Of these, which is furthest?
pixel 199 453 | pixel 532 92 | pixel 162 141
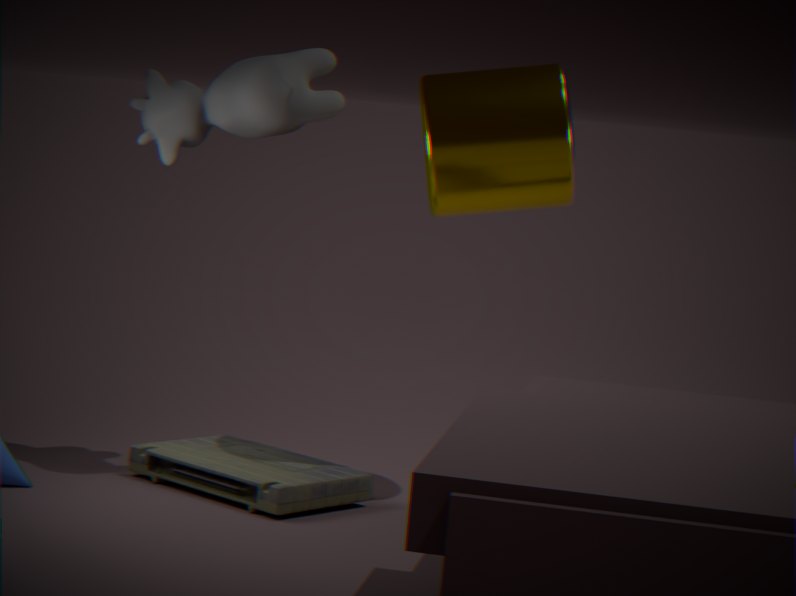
pixel 199 453
